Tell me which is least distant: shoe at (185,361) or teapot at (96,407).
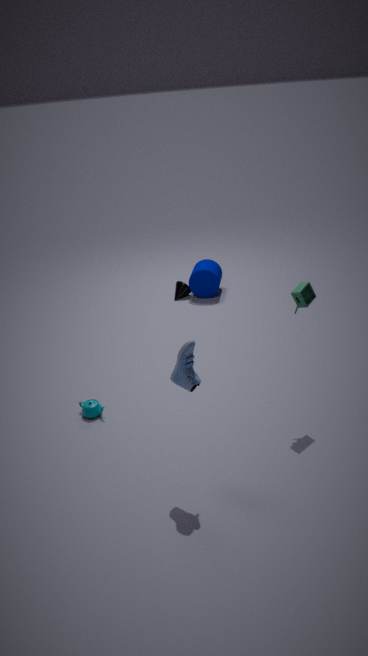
shoe at (185,361)
